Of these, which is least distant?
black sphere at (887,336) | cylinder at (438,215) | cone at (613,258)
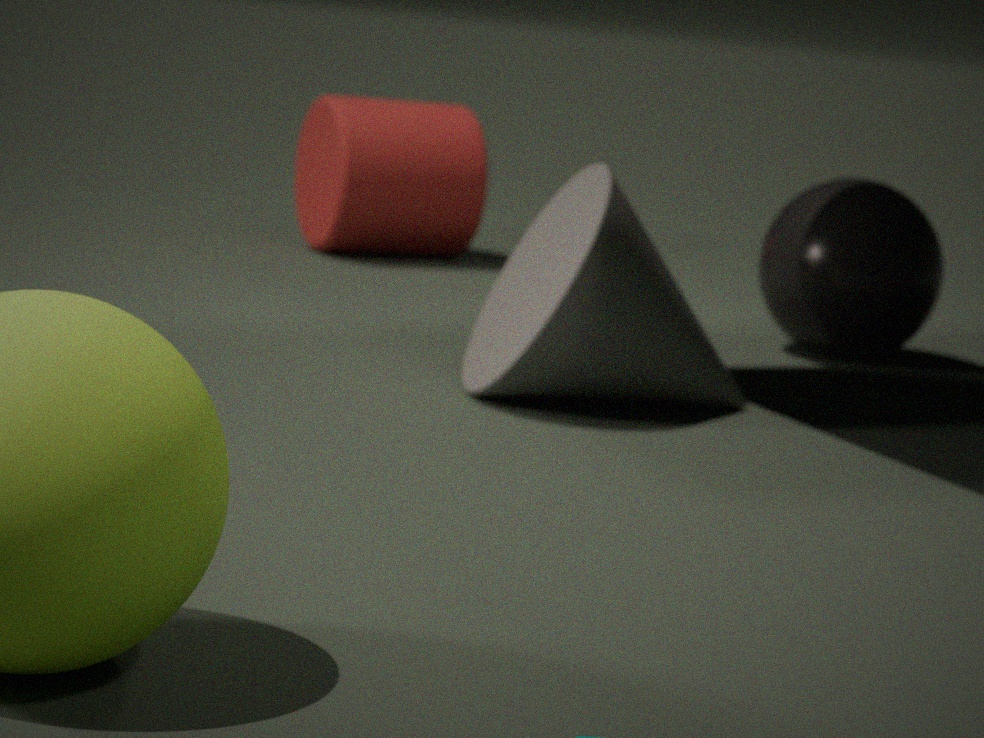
cone at (613,258)
